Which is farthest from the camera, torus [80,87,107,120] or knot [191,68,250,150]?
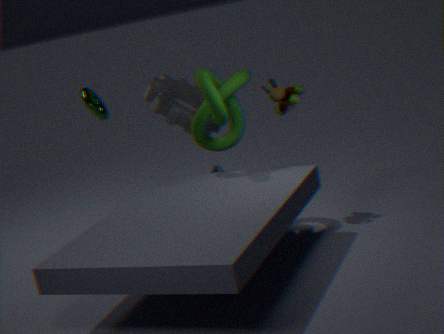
torus [80,87,107,120]
